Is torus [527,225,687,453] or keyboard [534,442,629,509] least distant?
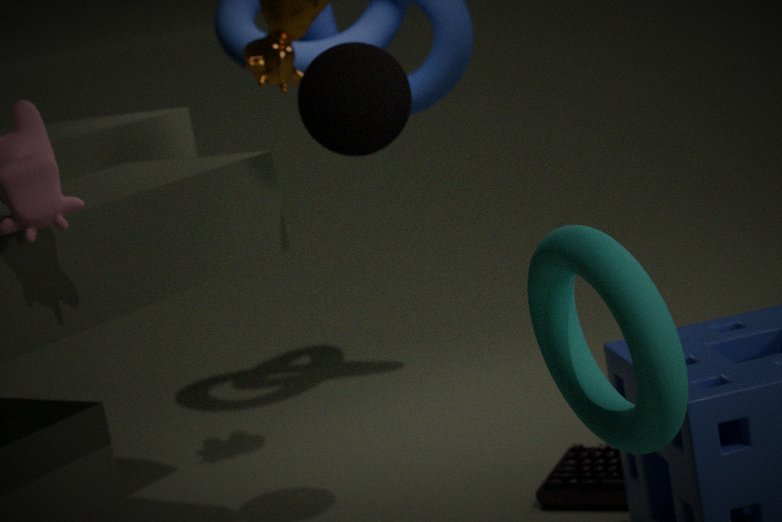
torus [527,225,687,453]
